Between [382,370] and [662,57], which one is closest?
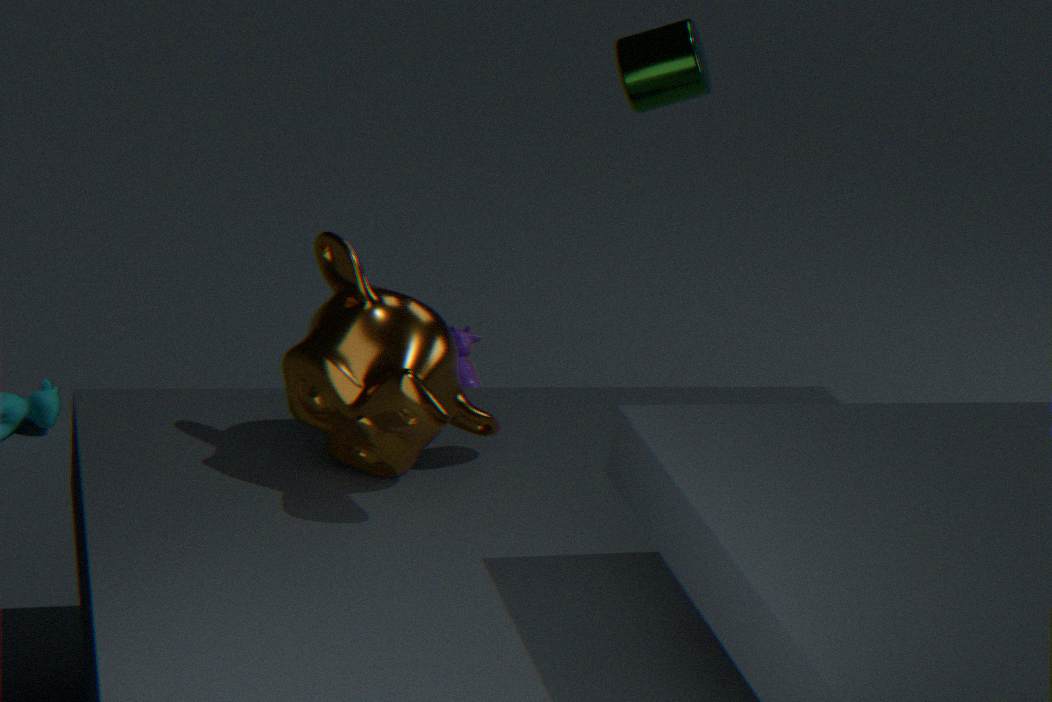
[382,370]
